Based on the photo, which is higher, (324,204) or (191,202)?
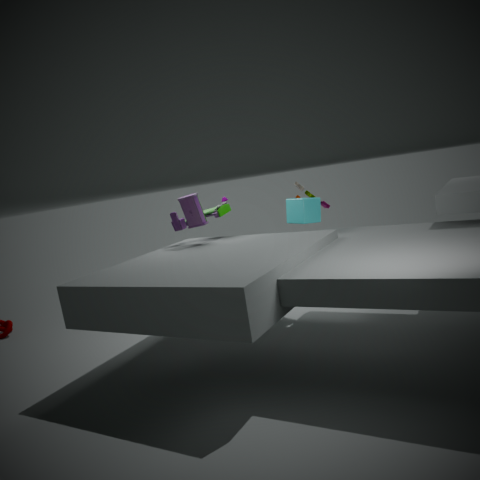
(191,202)
